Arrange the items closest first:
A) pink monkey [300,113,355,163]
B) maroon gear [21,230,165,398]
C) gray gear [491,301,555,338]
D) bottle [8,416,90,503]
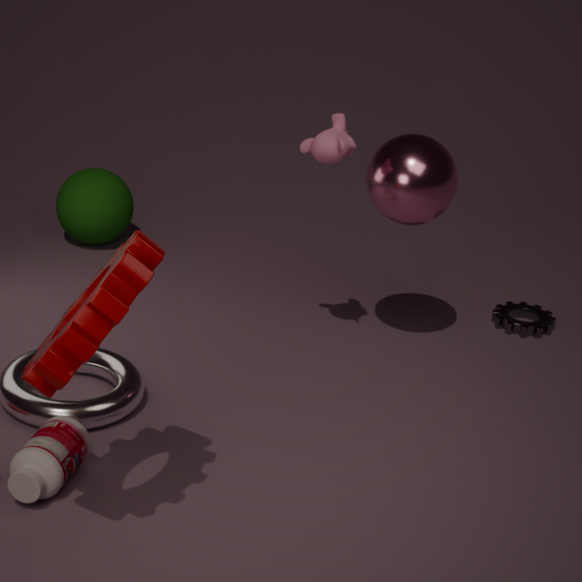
maroon gear [21,230,165,398]
bottle [8,416,90,503]
pink monkey [300,113,355,163]
gray gear [491,301,555,338]
